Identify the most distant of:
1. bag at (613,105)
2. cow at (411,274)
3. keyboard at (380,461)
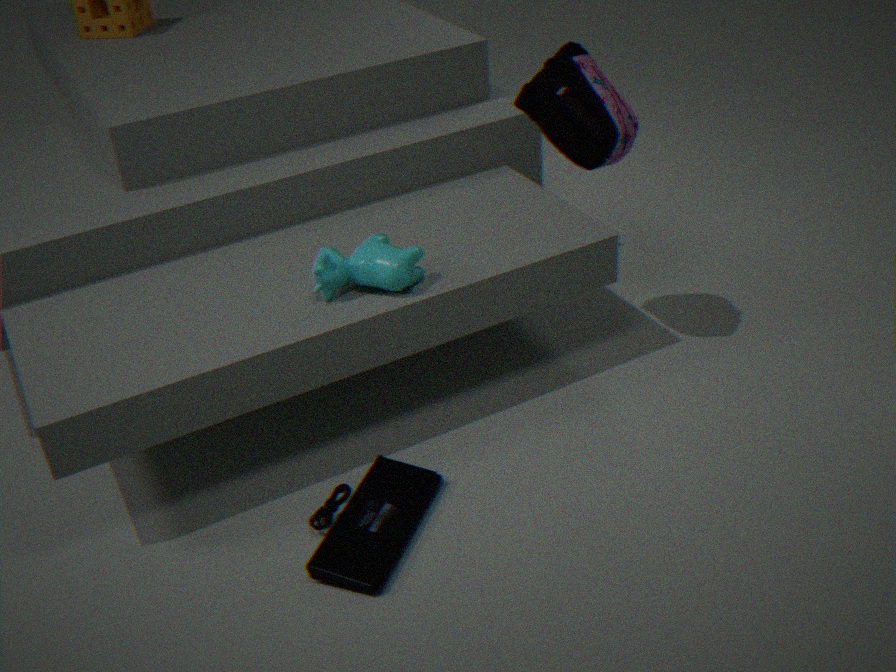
bag at (613,105)
